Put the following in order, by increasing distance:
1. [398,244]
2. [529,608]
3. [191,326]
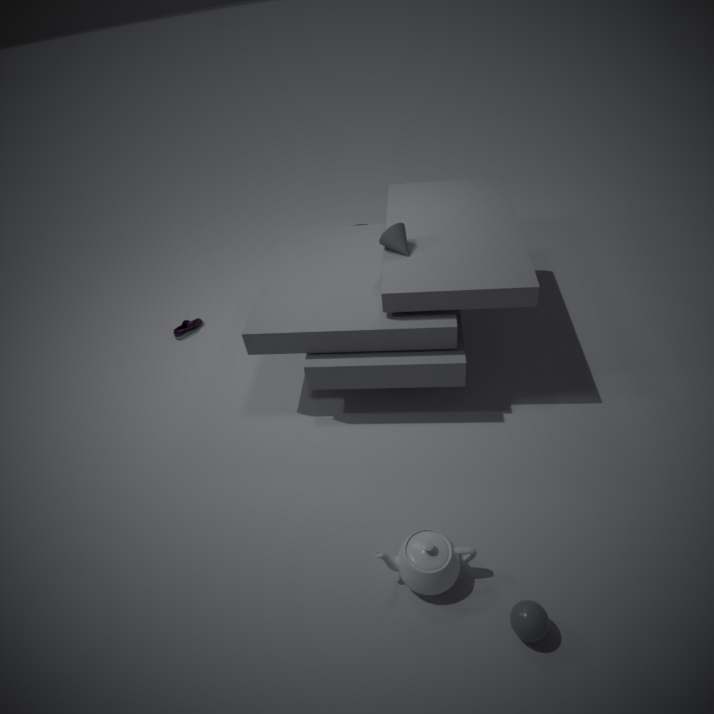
A: [529,608] < [398,244] < [191,326]
